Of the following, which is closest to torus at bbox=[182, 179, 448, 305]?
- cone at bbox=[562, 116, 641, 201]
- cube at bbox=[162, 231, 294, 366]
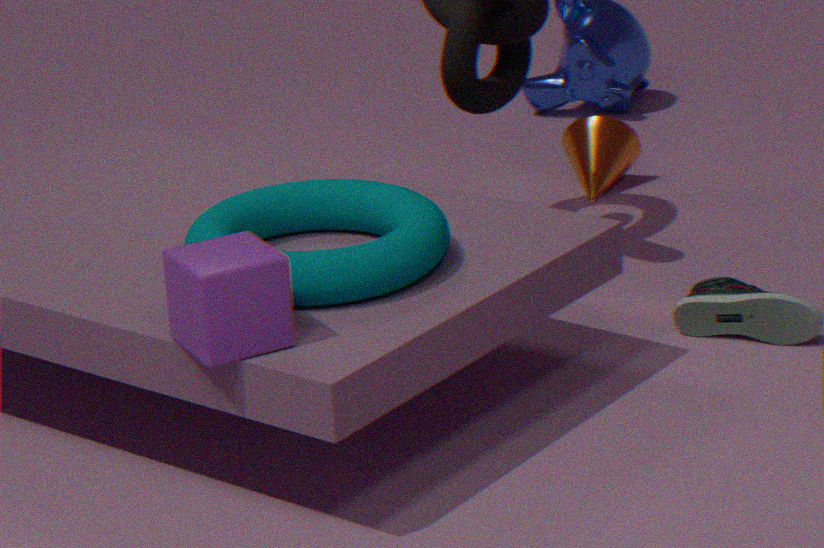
cube at bbox=[162, 231, 294, 366]
